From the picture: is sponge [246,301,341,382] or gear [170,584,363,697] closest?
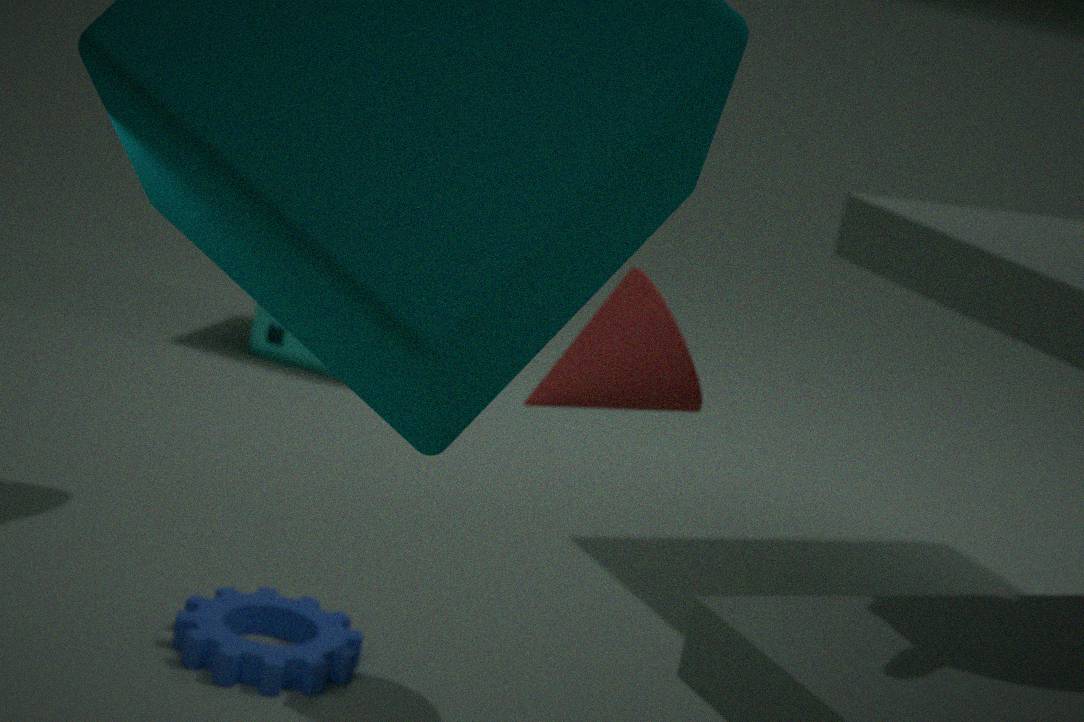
gear [170,584,363,697]
